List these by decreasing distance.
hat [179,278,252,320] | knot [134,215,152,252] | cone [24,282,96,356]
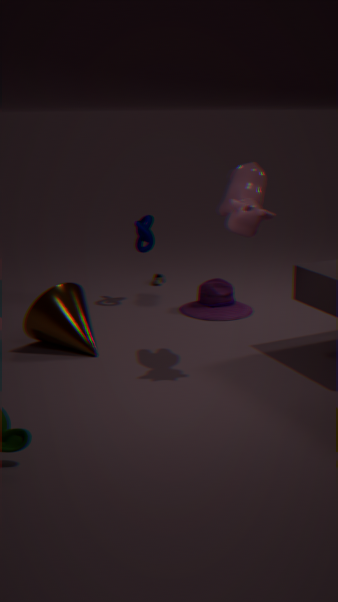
knot [134,215,152,252]
hat [179,278,252,320]
cone [24,282,96,356]
